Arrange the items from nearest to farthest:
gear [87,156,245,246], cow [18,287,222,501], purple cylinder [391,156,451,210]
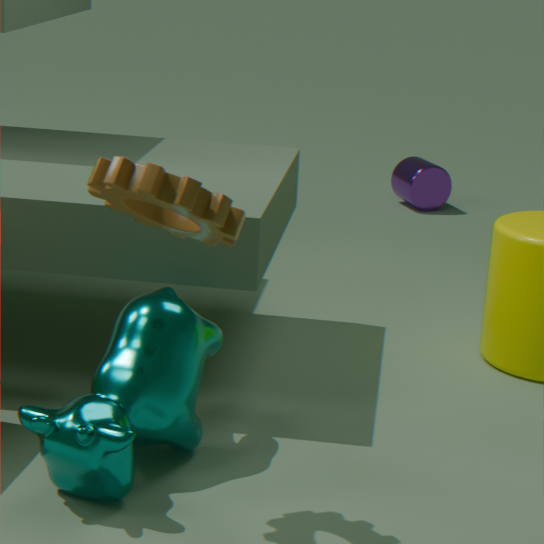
1. gear [87,156,245,246]
2. cow [18,287,222,501]
3. purple cylinder [391,156,451,210]
